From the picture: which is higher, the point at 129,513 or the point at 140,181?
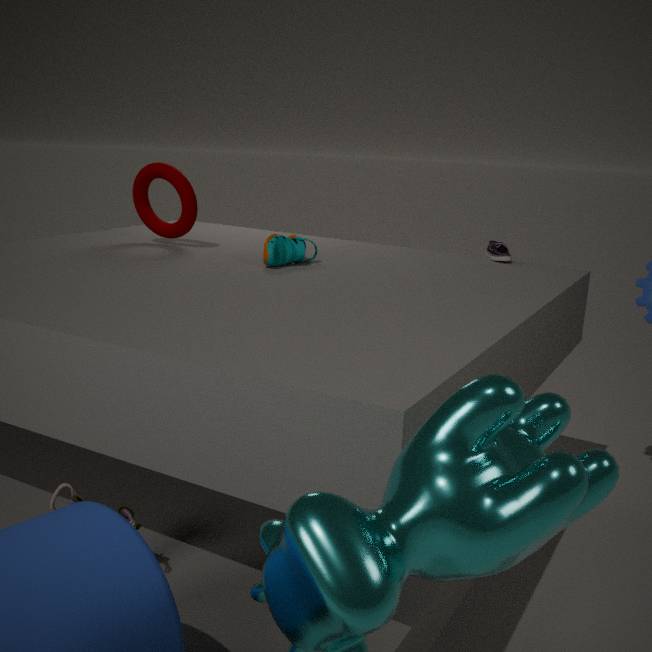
the point at 140,181
